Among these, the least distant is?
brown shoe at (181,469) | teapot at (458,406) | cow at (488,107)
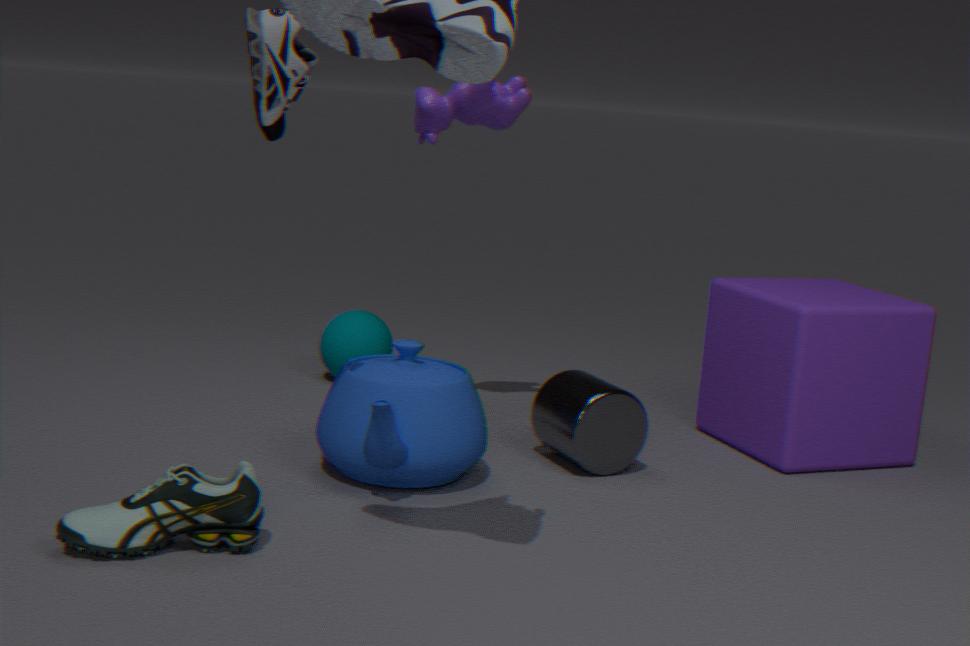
brown shoe at (181,469)
